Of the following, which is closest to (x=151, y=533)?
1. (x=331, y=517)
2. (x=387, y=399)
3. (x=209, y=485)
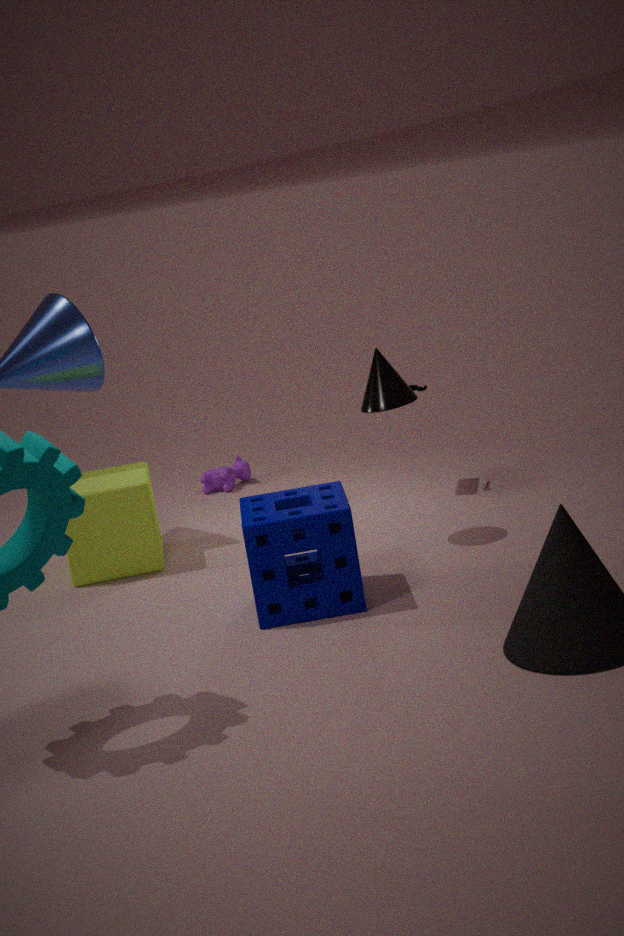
(x=209, y=485)
